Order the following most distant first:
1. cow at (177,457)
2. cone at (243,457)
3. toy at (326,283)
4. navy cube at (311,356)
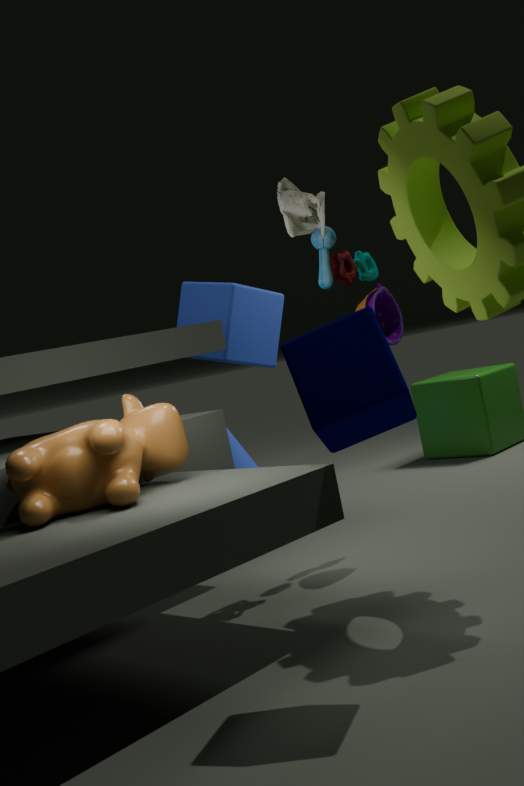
1. cone at (243,457)
2. toy at (326,283)
3. cow at (177,457)
4. navy cube at (311,356)
